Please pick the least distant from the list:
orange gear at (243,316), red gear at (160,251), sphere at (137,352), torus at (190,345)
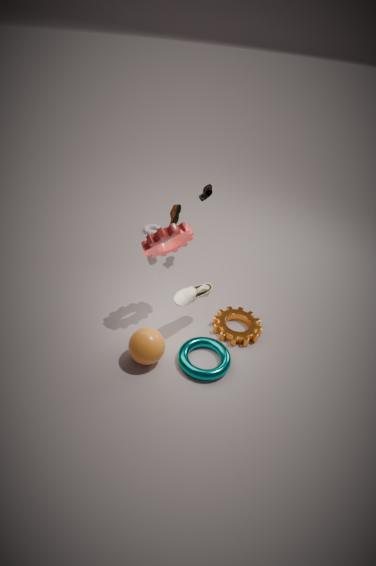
sphere at (137,352)
